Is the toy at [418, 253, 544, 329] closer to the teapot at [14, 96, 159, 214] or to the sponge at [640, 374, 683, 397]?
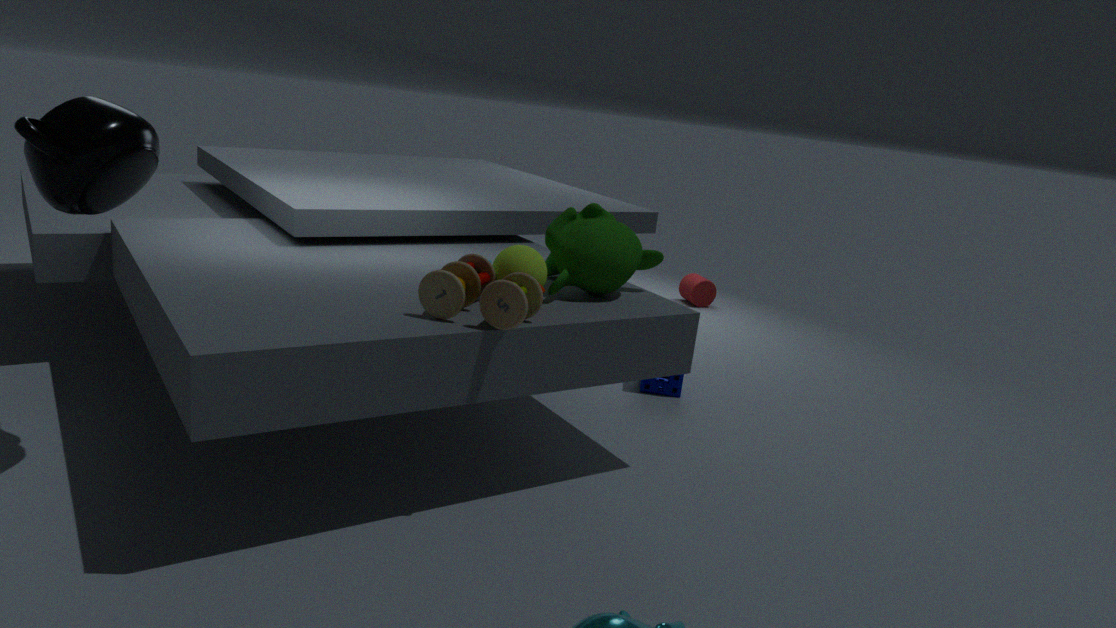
the teapot at [14, 96, 159, 214]
